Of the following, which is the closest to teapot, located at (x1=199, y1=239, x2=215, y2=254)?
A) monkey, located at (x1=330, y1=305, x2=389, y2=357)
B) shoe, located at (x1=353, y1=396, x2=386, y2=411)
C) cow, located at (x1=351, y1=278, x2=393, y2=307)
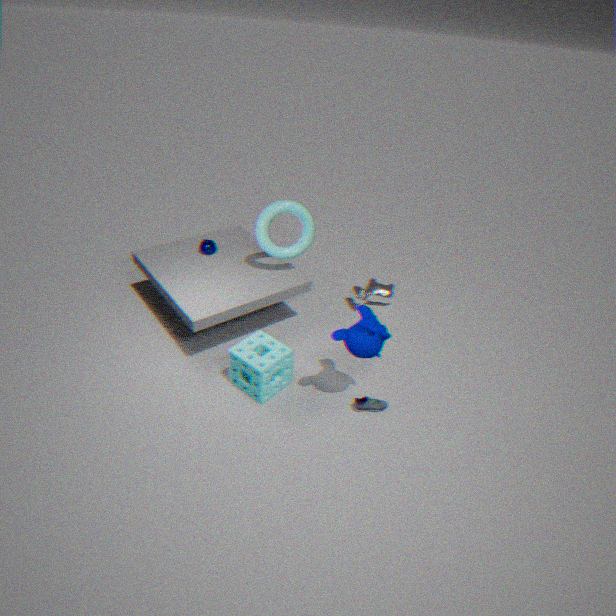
cow, located at (x1=351, y1=278, x2=393, y2=307)
